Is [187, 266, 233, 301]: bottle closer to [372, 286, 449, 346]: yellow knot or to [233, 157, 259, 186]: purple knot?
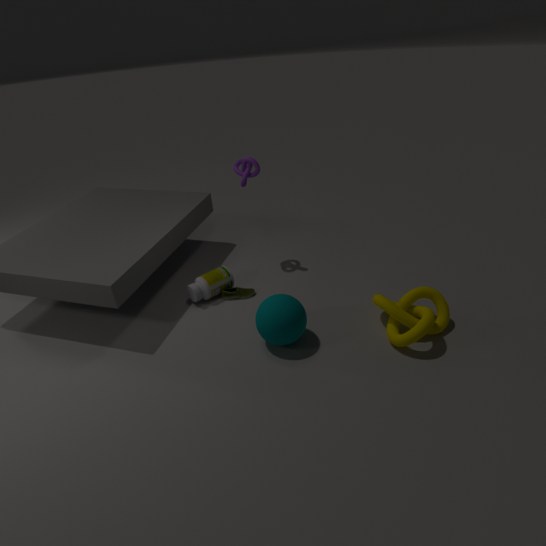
[233, 157, 259, 186]: purple knot
